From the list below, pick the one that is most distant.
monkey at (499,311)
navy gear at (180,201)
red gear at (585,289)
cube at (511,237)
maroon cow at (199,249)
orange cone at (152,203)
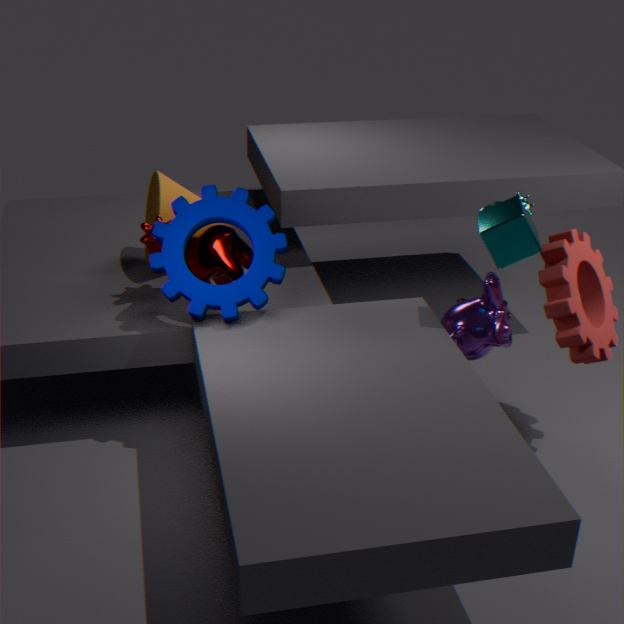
orange cone at (152,203)
